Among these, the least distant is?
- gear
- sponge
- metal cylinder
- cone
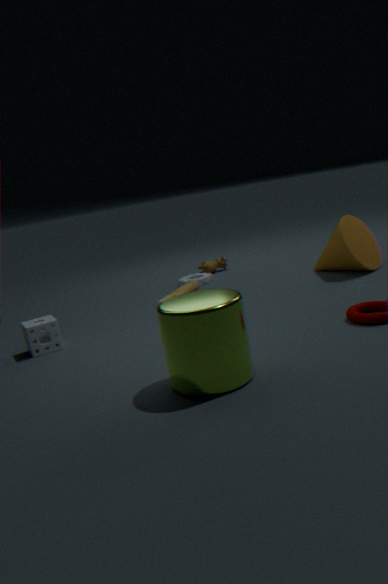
metal cylinder
